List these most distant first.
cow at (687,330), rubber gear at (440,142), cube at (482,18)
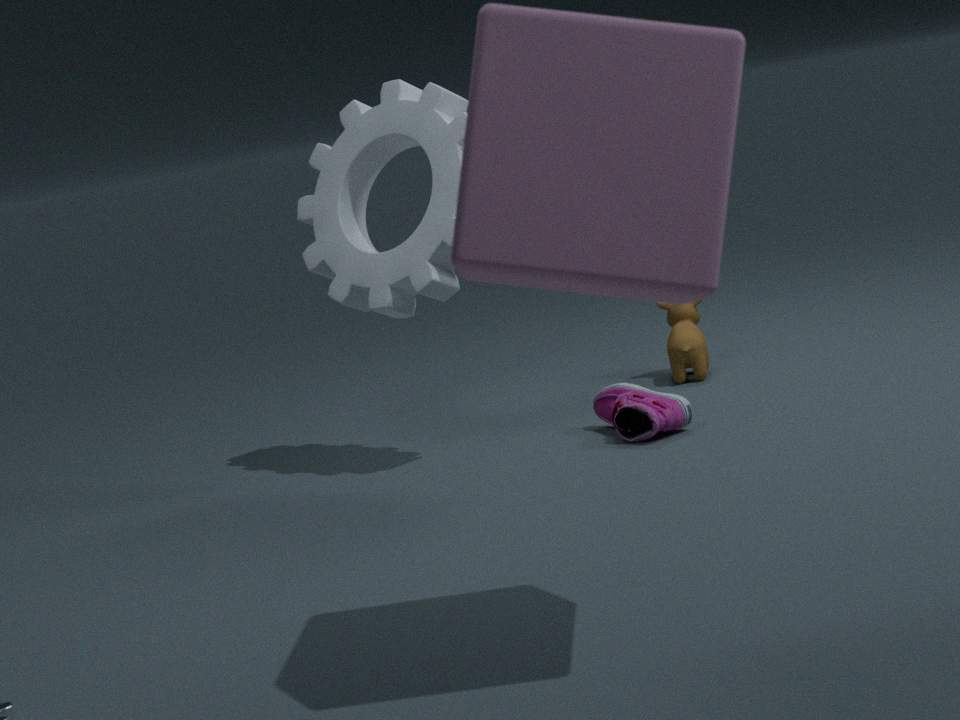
cow at (687,330)
rubber gear at (440,142)
cube at (482,18)
